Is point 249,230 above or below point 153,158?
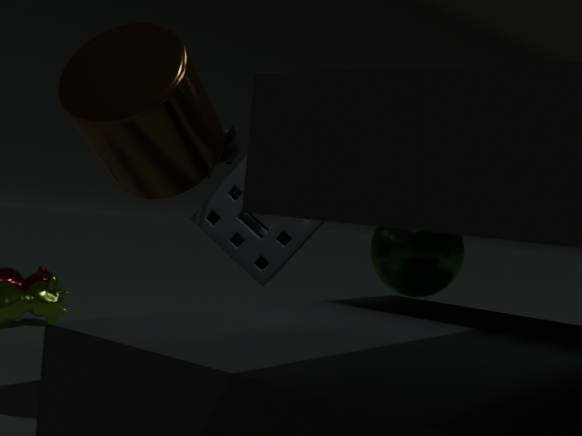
below
